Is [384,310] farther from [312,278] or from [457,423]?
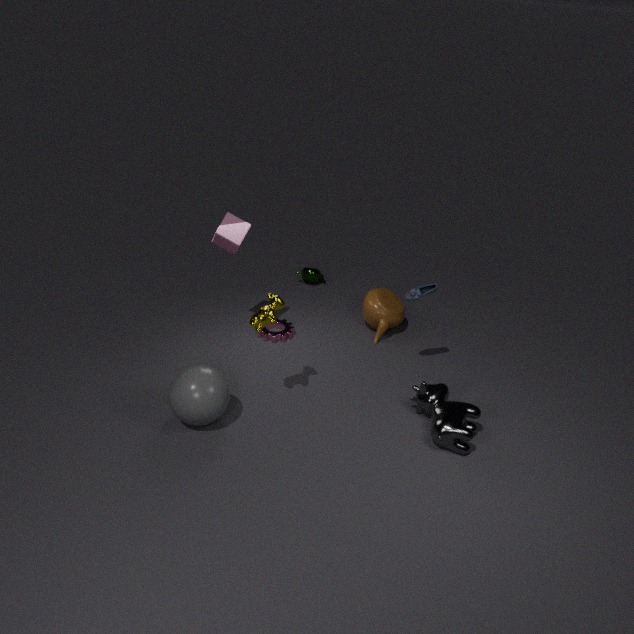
[457,423]
